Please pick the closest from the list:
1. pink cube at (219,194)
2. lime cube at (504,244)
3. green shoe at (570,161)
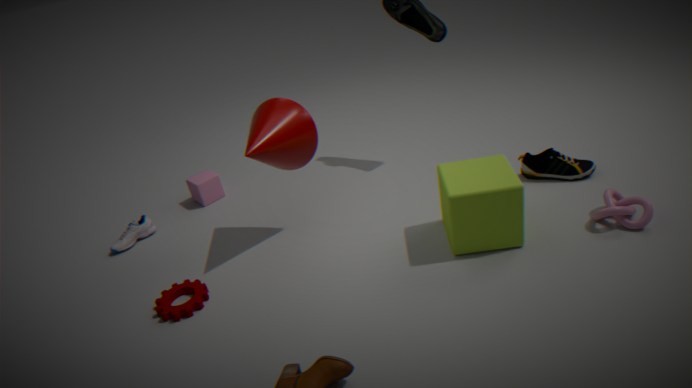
lime cube at (504,244)
